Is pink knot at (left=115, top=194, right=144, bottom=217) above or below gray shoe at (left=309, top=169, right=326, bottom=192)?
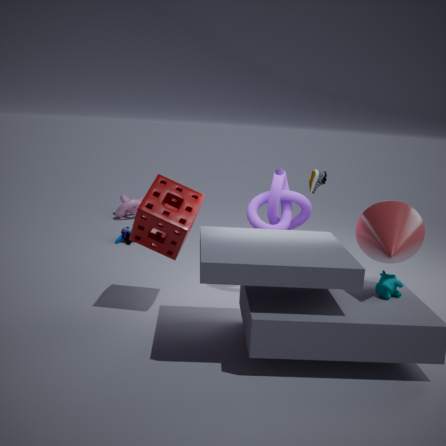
below
